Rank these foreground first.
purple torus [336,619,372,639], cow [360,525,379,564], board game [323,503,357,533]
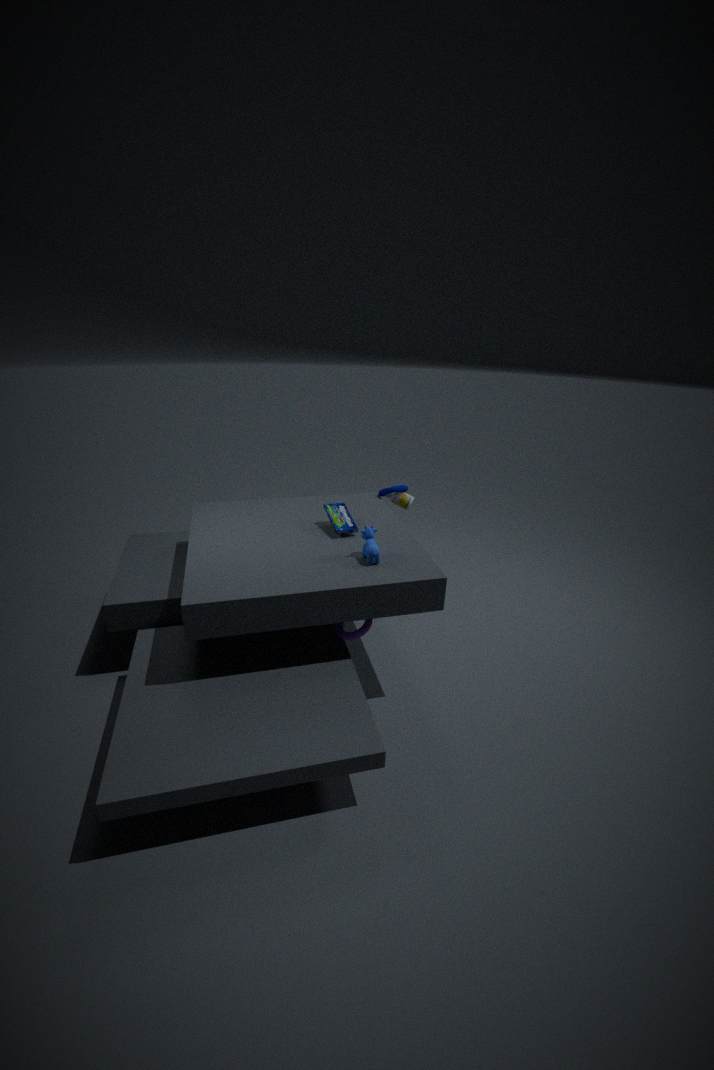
cow [360,525,379,564], purple torus [336,619,372,639], board game [323,503,357,533]
